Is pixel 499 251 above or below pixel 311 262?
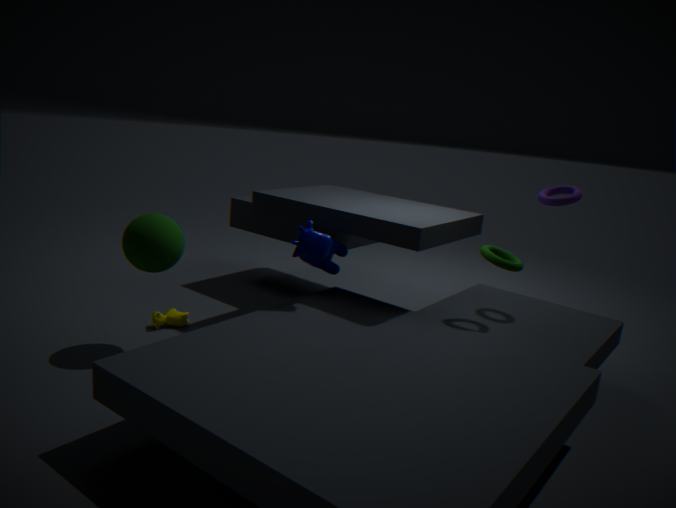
above
